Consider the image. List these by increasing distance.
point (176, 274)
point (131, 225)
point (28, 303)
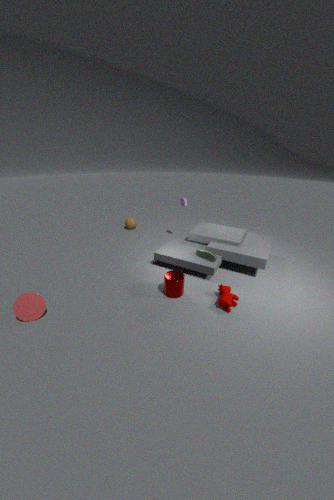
1. point (28, 303)
2. point (176, 274)
3. point (131, 225)
